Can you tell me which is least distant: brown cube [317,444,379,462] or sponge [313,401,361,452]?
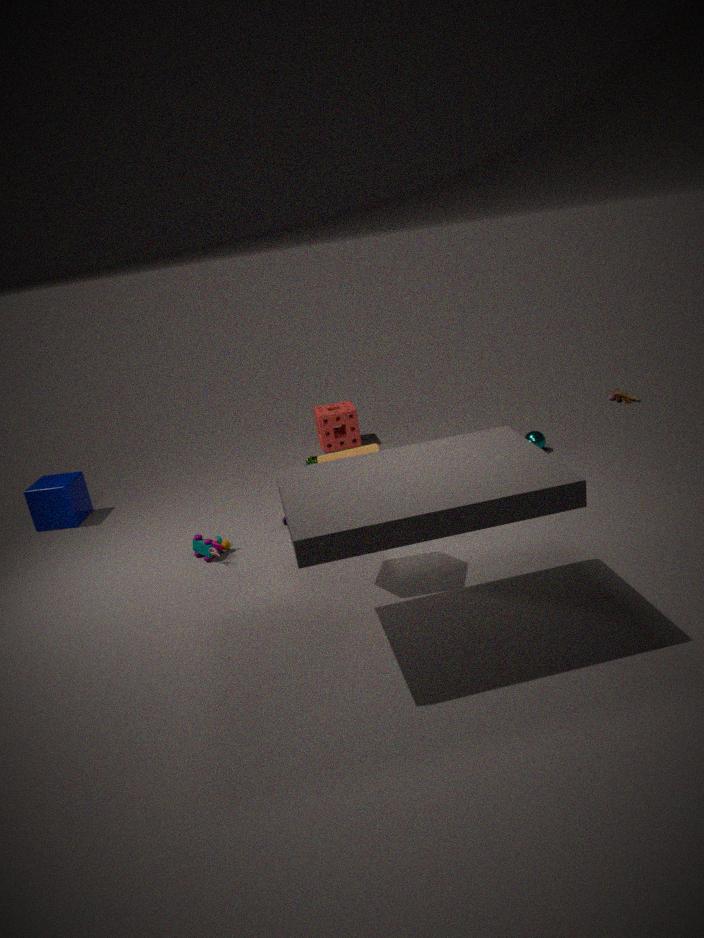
brown cube [317,444,379,462]
